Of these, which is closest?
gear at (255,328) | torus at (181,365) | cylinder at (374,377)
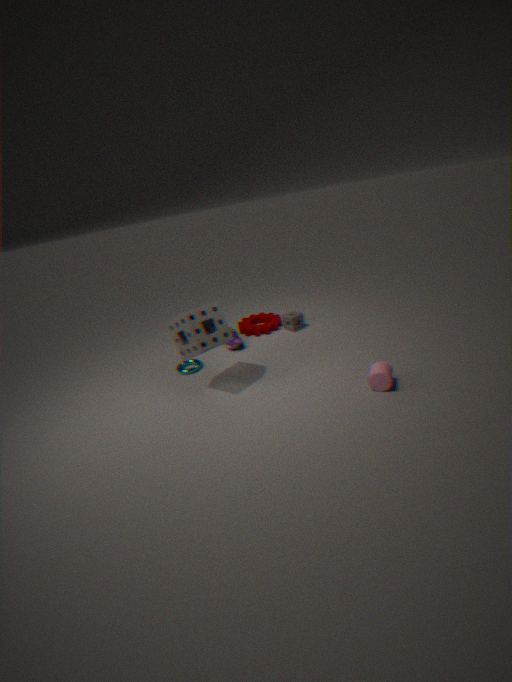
cylinder at (374,377)
